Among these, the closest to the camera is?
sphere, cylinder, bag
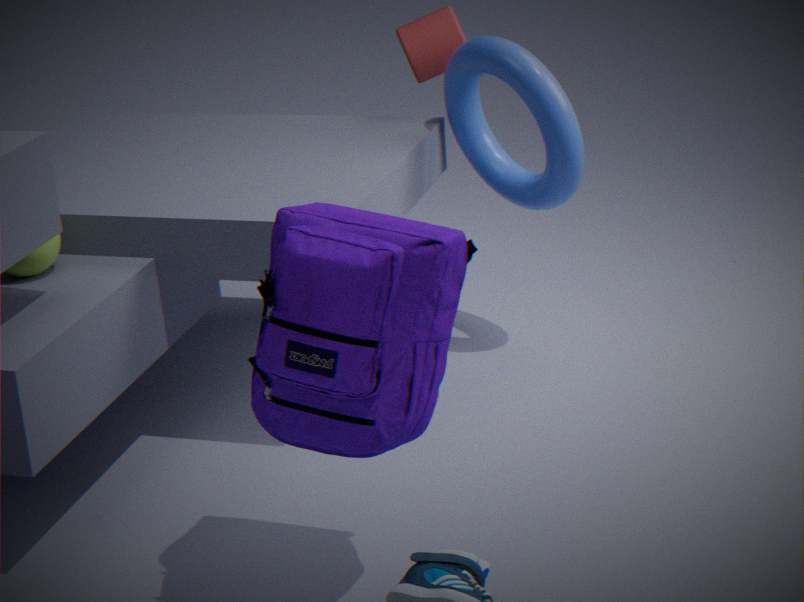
bag
